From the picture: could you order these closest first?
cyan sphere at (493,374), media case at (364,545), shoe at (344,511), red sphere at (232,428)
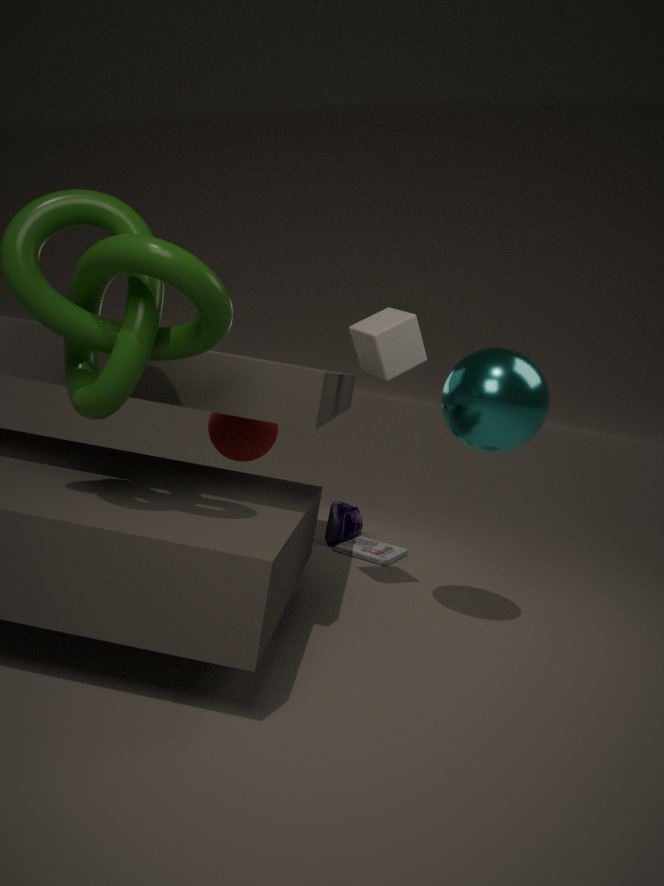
1. cyan sphere at (493,374)
2. media case at (364,545)
3. shoe at (344,511)
4. red sphere at (232,428)
